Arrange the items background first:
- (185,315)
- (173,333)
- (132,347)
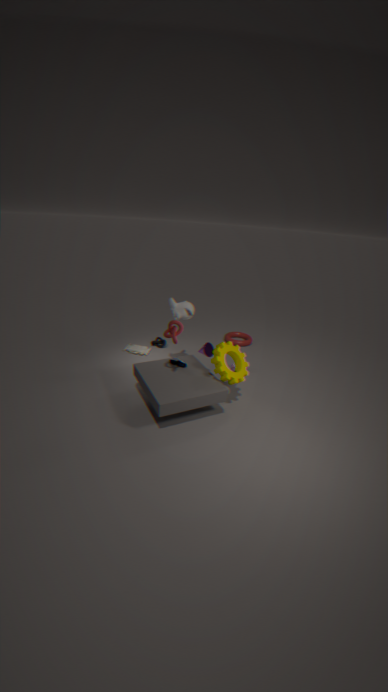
1. (132,347)
2. (185,315)
3. (173,333)
